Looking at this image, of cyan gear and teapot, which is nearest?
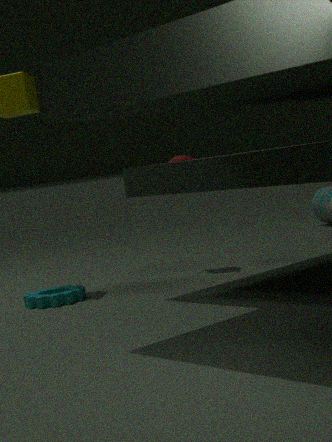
cyan gear
